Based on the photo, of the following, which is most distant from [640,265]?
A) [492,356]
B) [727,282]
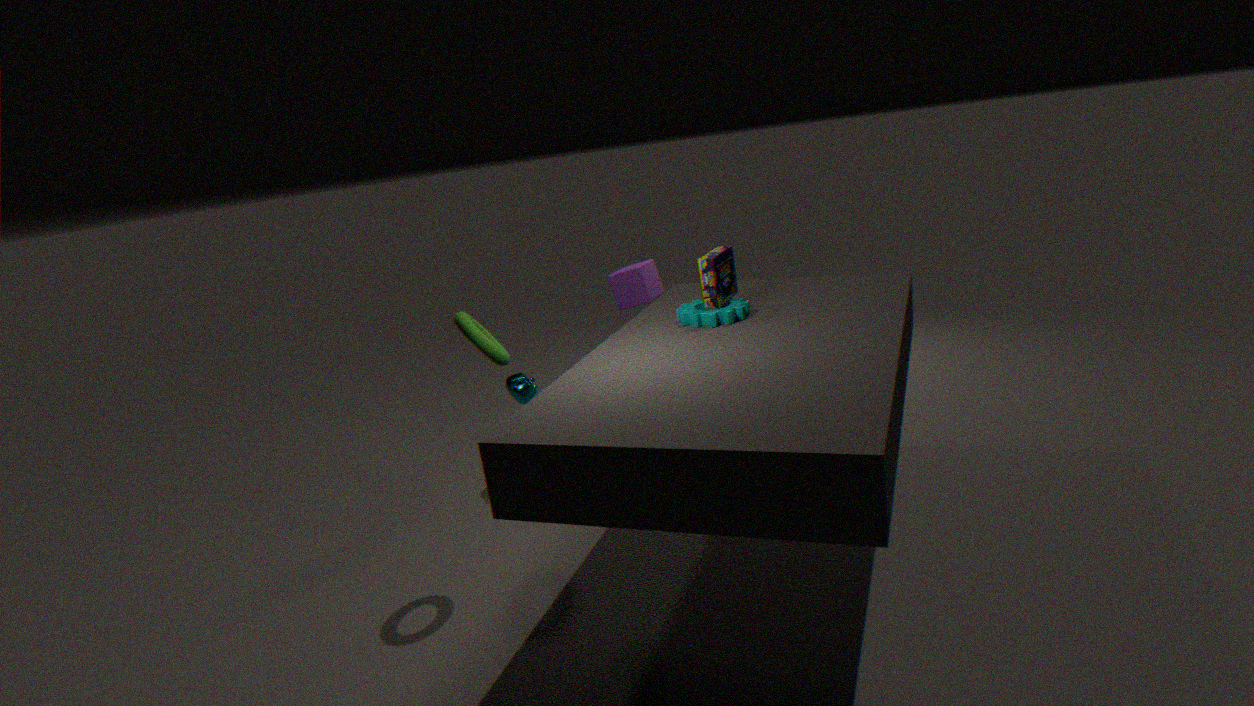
[492,356]
